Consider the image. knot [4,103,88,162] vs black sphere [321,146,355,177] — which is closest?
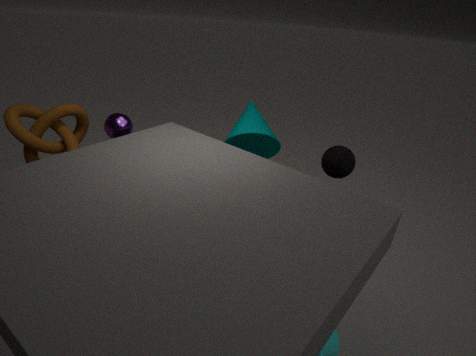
black sphere [321,146,355,177]
